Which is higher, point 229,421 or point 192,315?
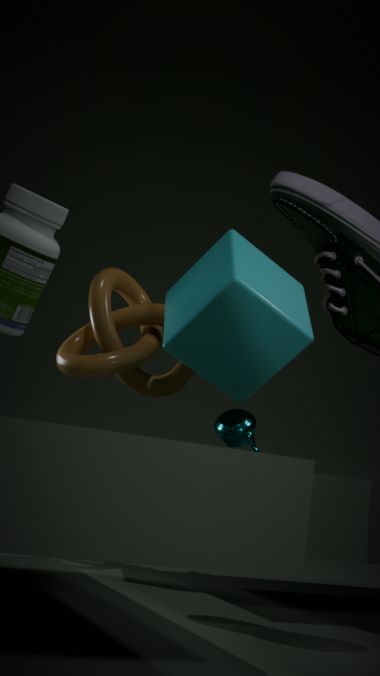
point 192,315
